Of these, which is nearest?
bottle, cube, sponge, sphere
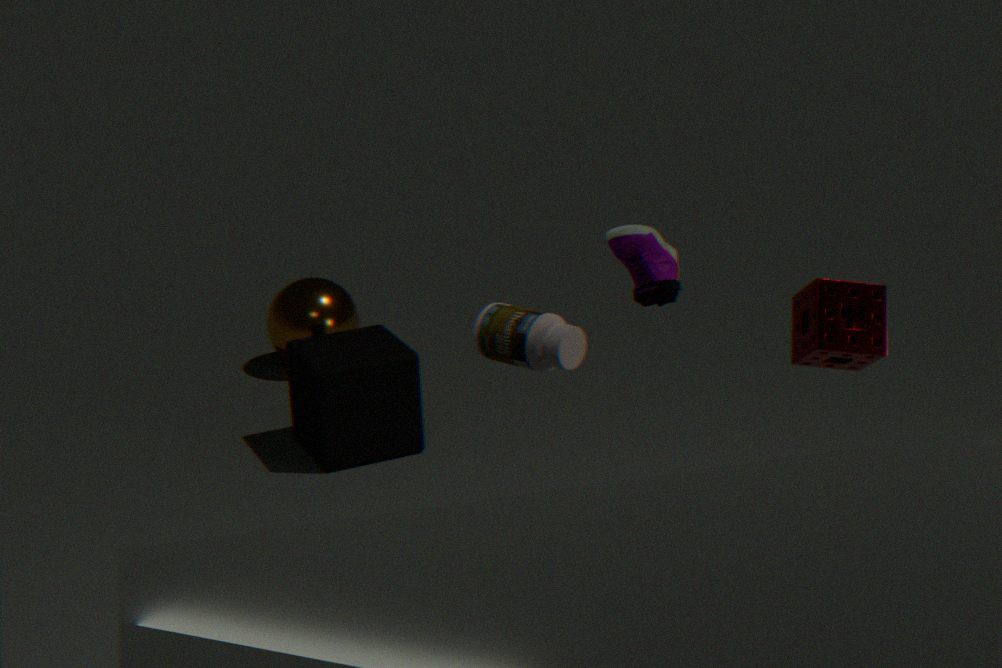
bottle
